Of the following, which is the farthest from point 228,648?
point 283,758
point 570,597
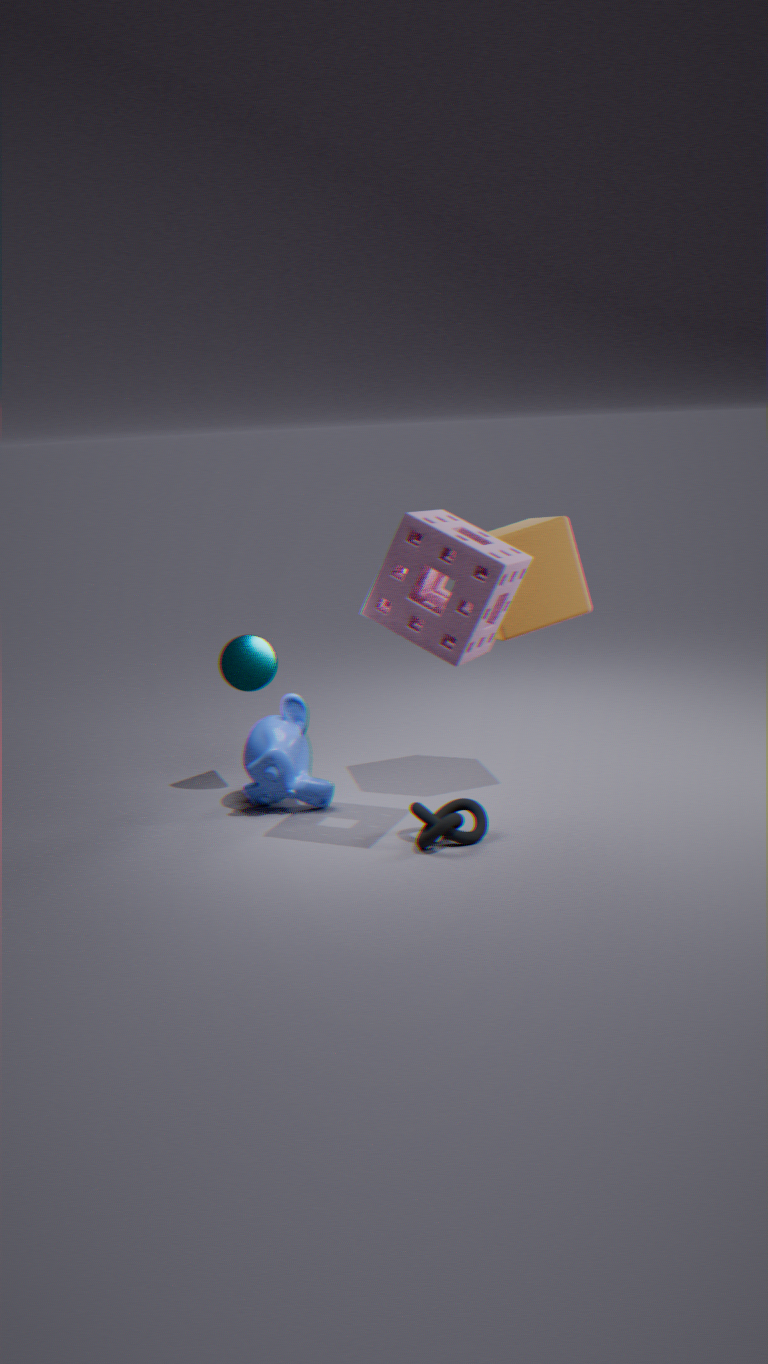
point 570,597
